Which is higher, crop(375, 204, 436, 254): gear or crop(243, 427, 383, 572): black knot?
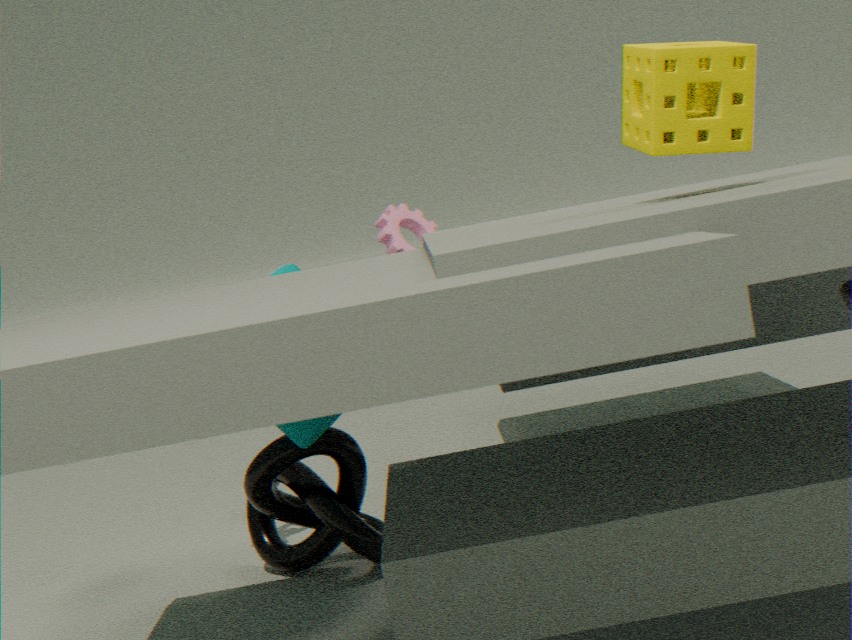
crop(375, 204, 436, 254): gear
